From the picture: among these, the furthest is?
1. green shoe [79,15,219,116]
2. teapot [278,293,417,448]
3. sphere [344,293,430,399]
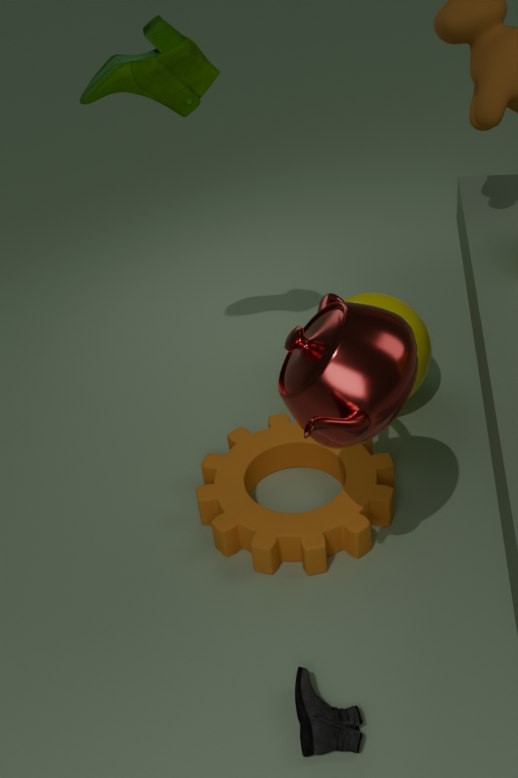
sphere [344,293,430,399]
